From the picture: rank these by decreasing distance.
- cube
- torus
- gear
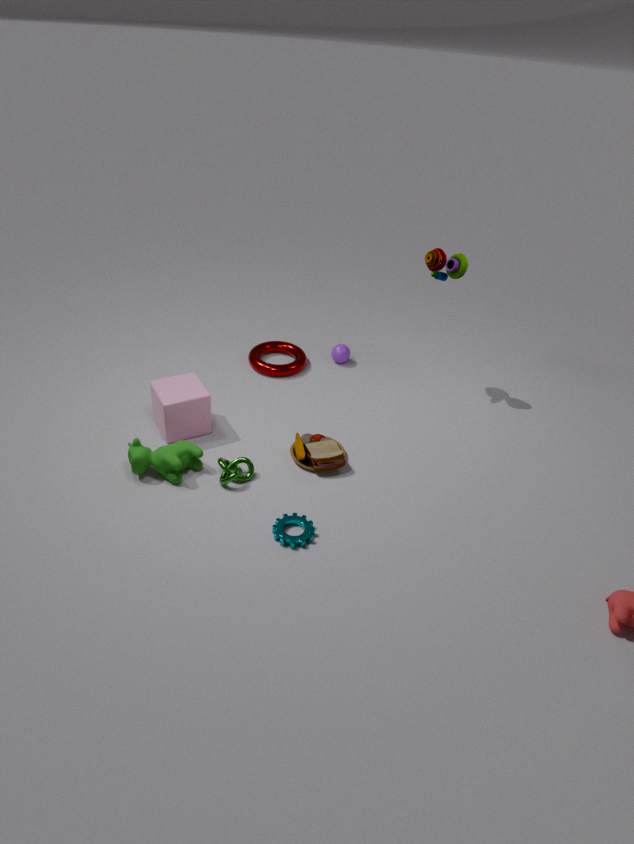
torus
cube
gear
